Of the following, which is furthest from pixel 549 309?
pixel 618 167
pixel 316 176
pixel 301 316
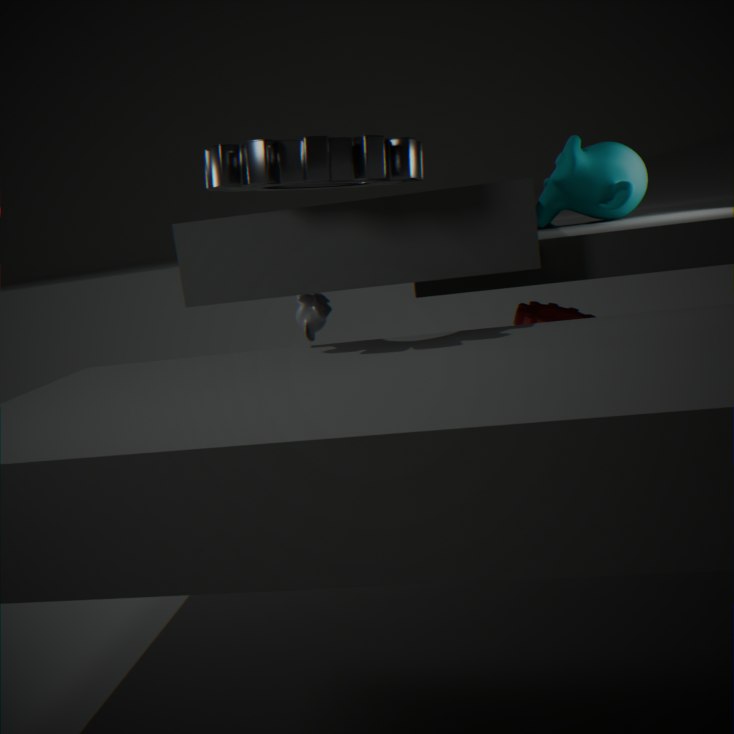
pixel 301 316
